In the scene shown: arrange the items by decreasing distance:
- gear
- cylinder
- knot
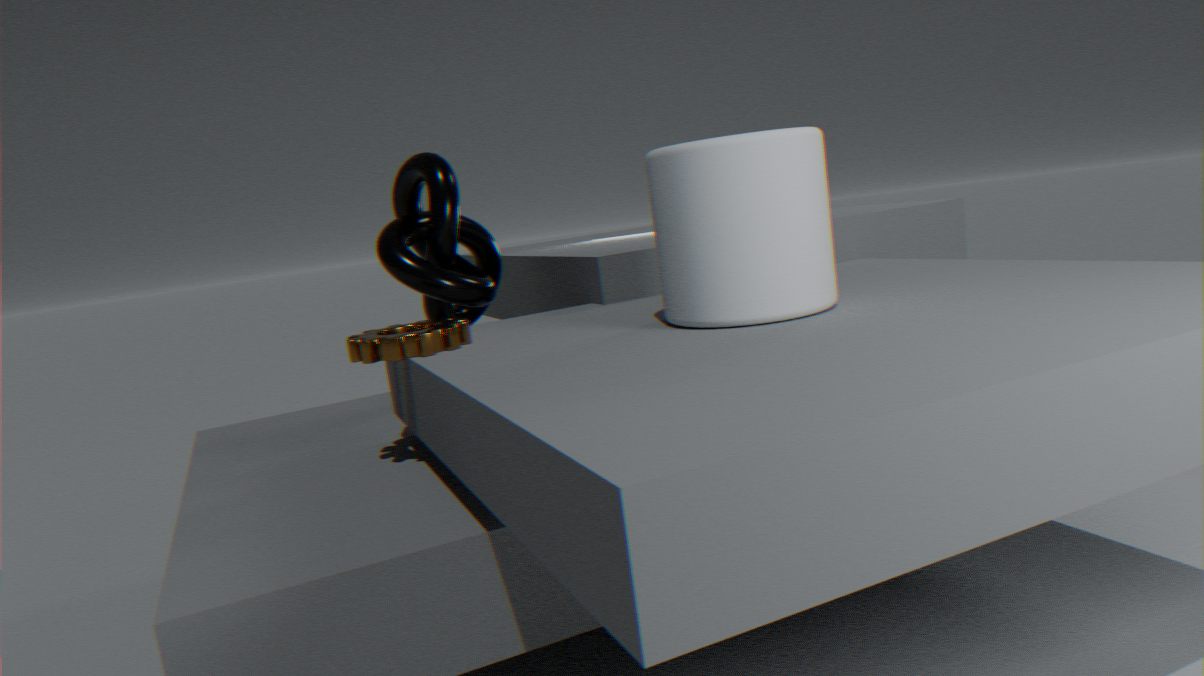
knot → gear → cylinder
